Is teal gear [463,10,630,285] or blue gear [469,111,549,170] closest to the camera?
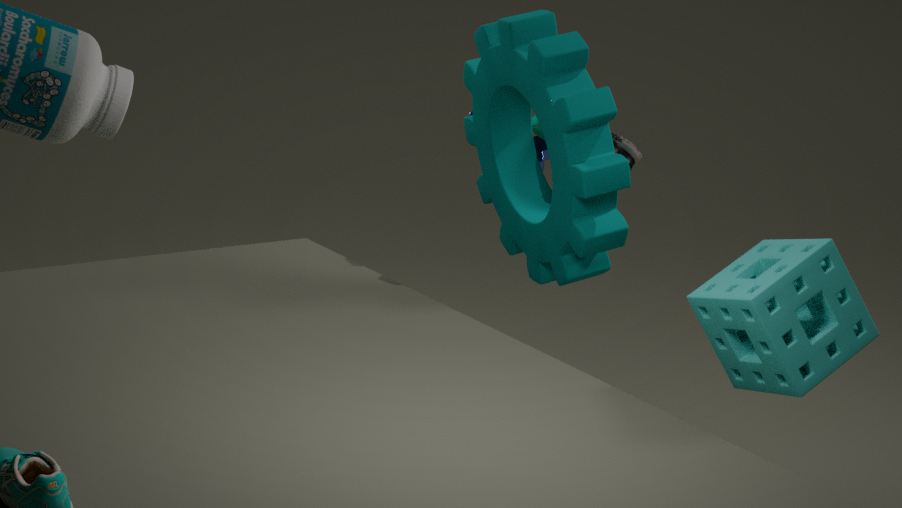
teal gear [463,10,630,285]
